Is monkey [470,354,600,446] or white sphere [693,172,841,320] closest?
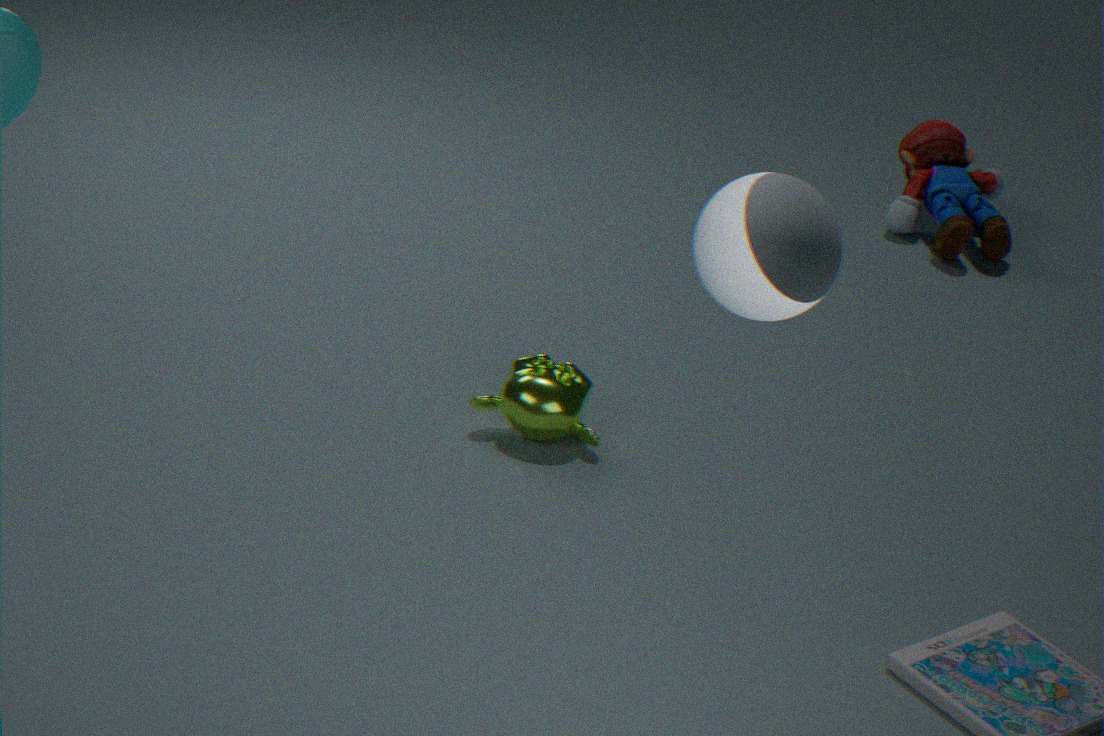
white sphere [693,172,841,320]
